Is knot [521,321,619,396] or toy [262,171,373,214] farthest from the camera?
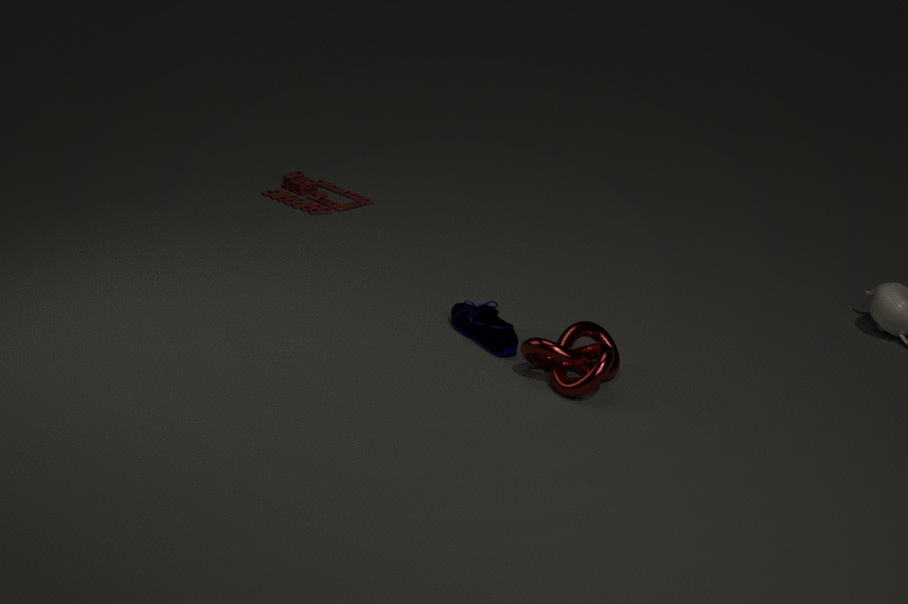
toy [262,171,373,214]
